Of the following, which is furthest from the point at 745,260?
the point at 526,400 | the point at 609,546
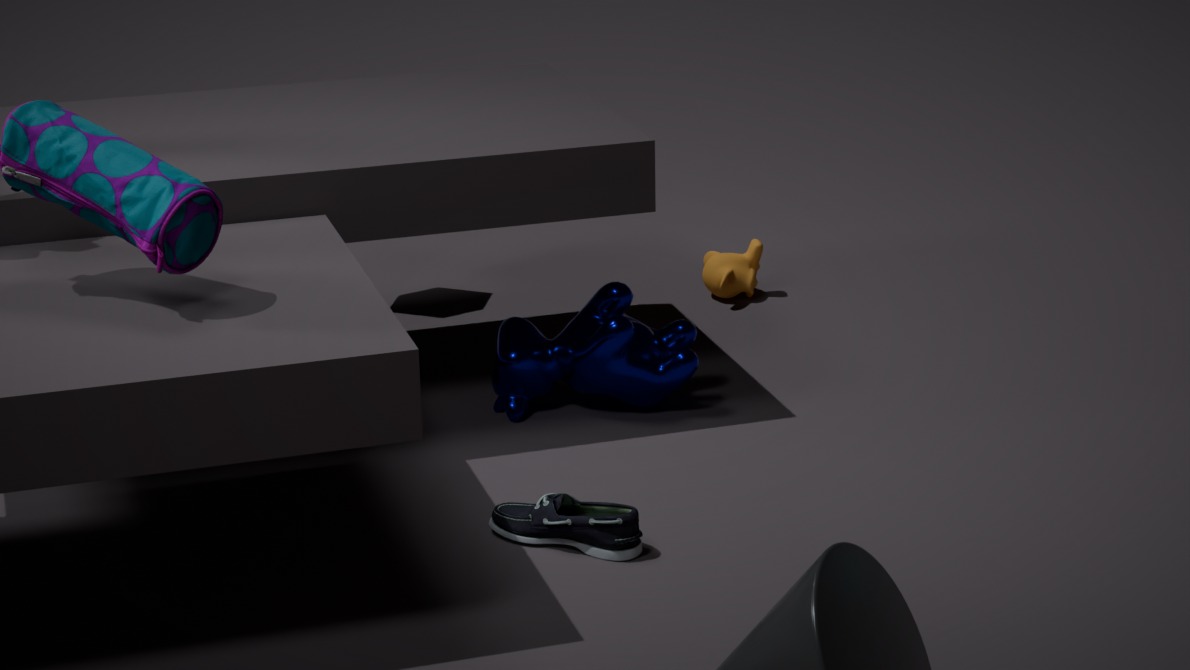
the point at 609,546
